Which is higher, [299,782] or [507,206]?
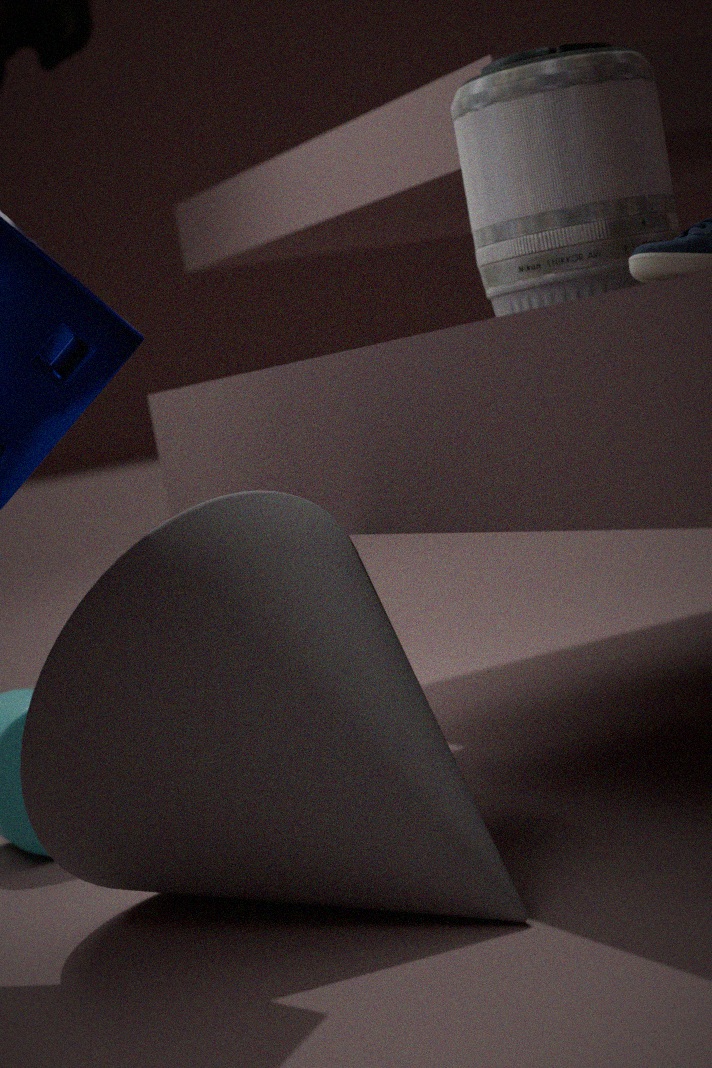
[507,206]
